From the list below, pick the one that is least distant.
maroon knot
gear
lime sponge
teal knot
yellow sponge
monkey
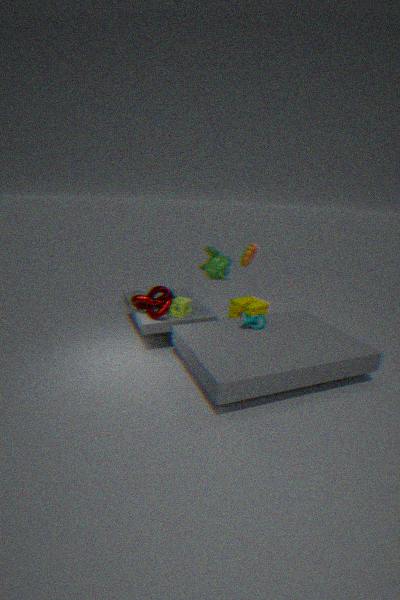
teal knot
